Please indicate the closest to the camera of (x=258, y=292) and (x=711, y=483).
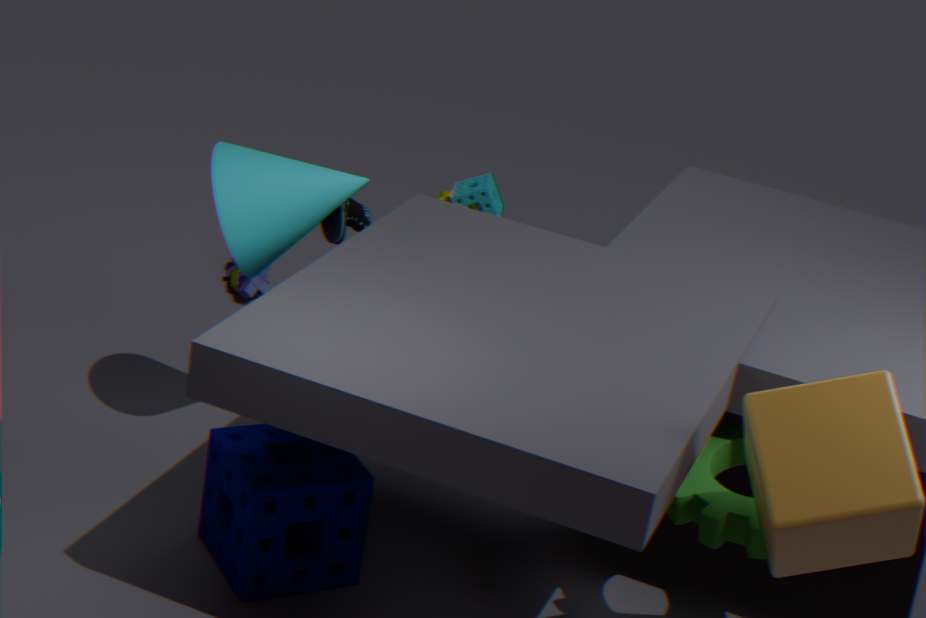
(x=711, y=483)
